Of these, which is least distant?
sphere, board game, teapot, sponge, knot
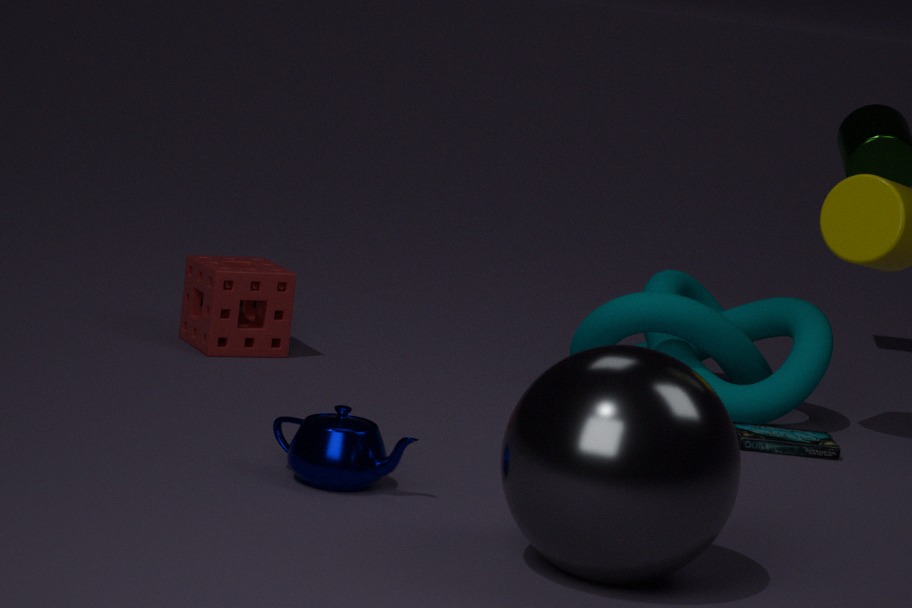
sphere
